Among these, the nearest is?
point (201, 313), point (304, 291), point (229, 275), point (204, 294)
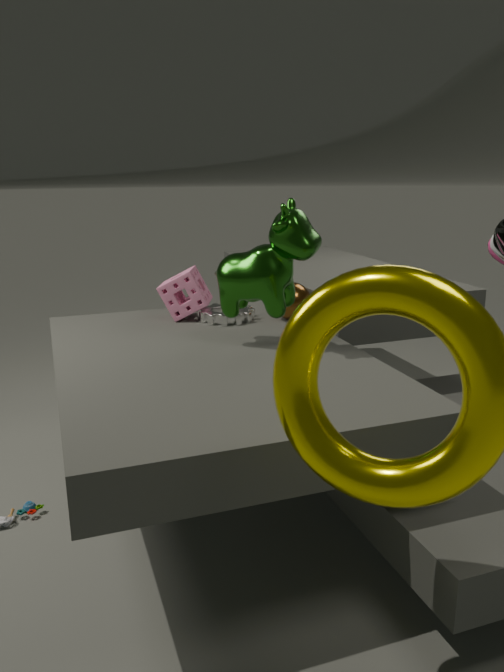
point (229, 275)
